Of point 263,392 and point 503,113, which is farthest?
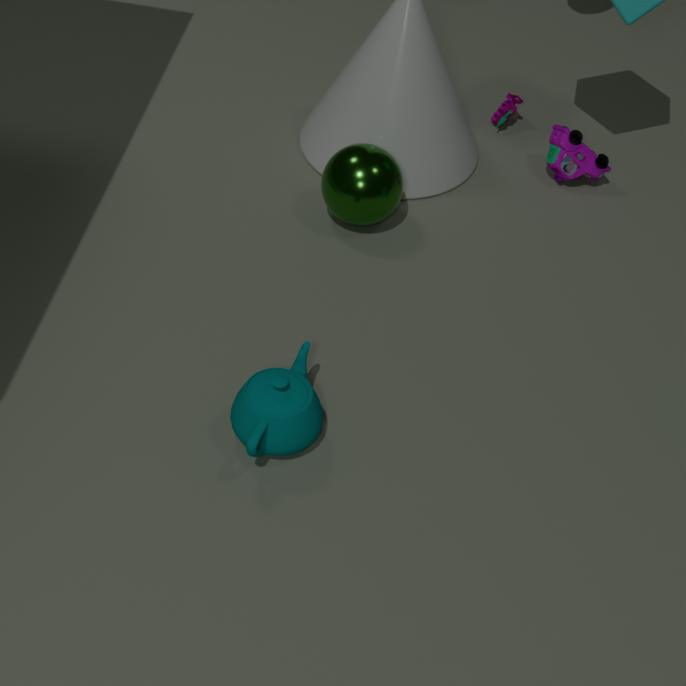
point 503,113
